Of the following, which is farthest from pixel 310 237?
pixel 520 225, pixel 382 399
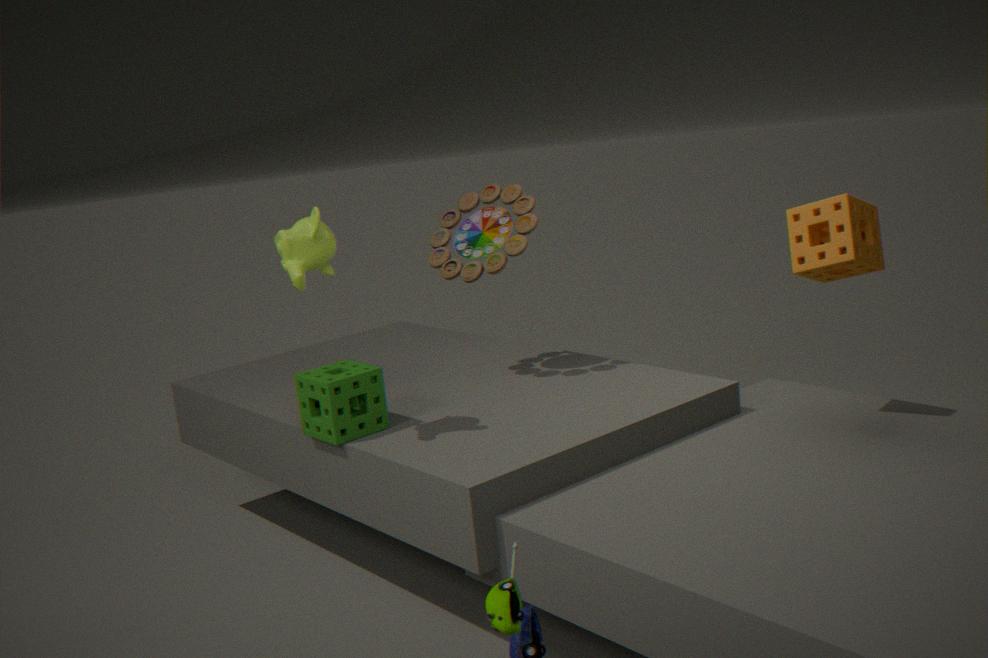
pixel 520 225
